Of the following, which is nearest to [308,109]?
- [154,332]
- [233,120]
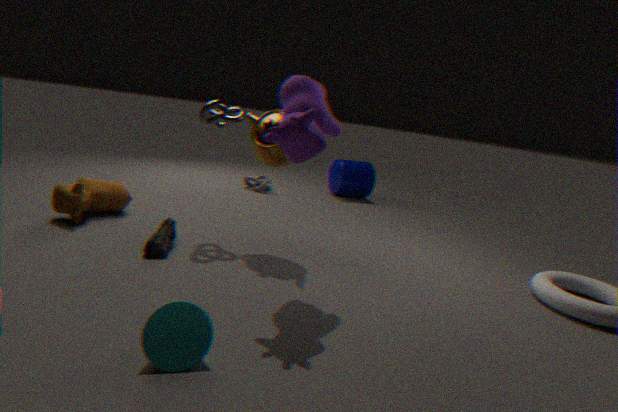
[233,120]
